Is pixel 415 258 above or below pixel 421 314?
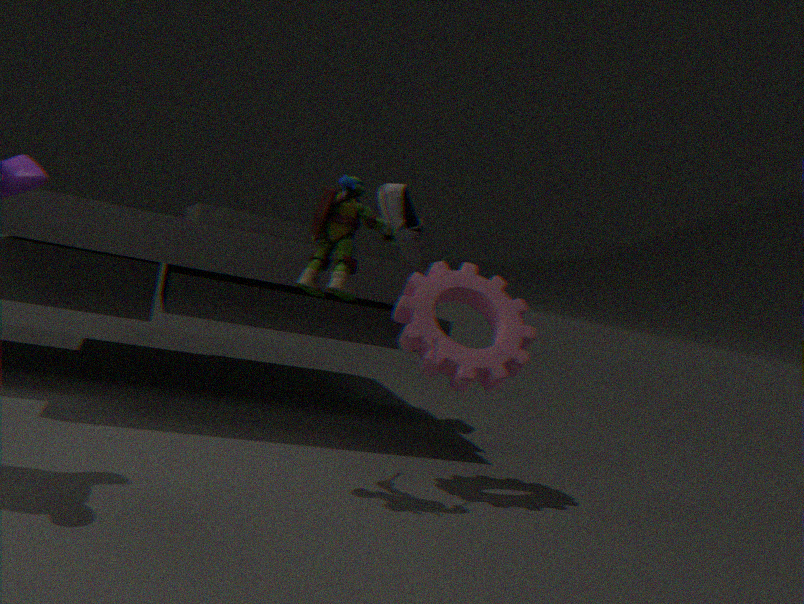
above
